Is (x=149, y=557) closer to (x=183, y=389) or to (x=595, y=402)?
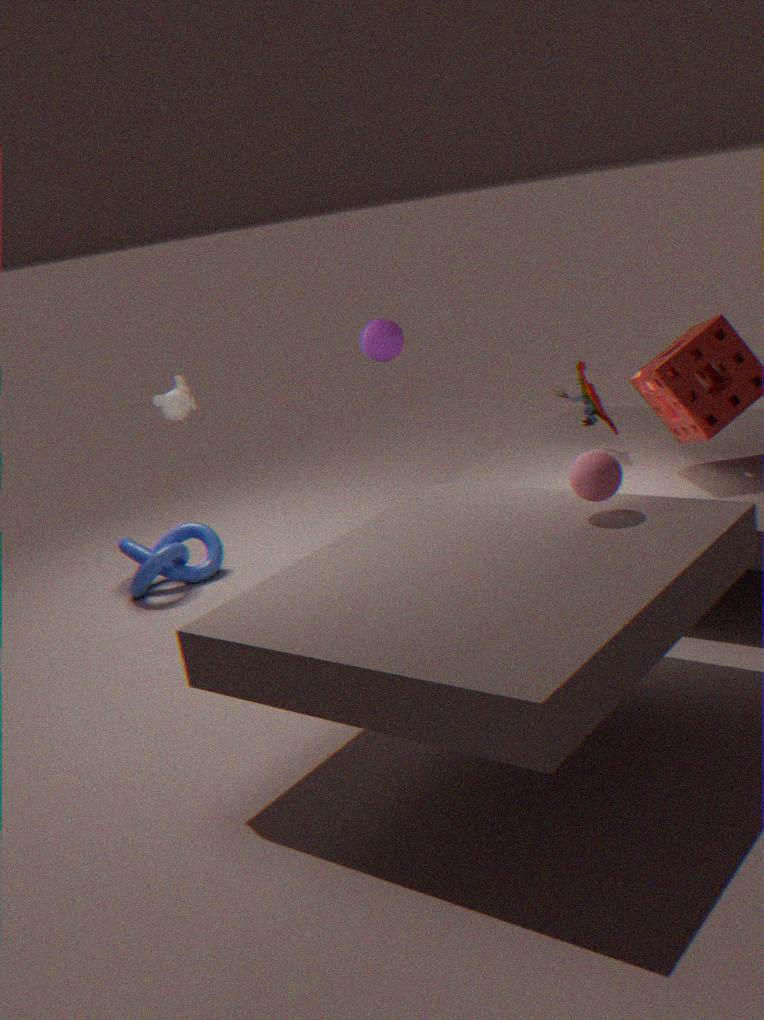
(x=183, y=389)
